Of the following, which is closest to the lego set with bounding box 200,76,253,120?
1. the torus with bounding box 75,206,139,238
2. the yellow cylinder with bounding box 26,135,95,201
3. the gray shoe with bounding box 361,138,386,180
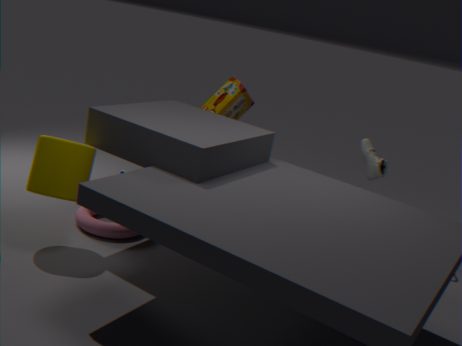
the torus with bounding box 75,206,139,238
